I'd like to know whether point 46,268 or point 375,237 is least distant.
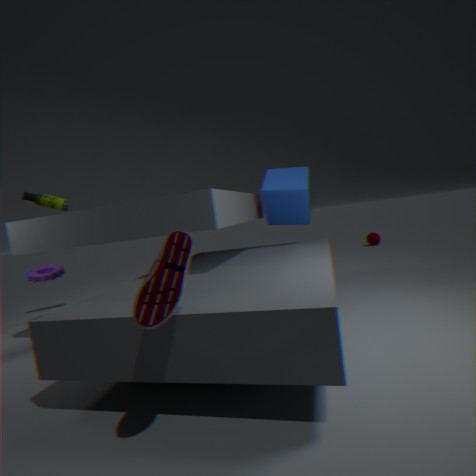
point 46,268
